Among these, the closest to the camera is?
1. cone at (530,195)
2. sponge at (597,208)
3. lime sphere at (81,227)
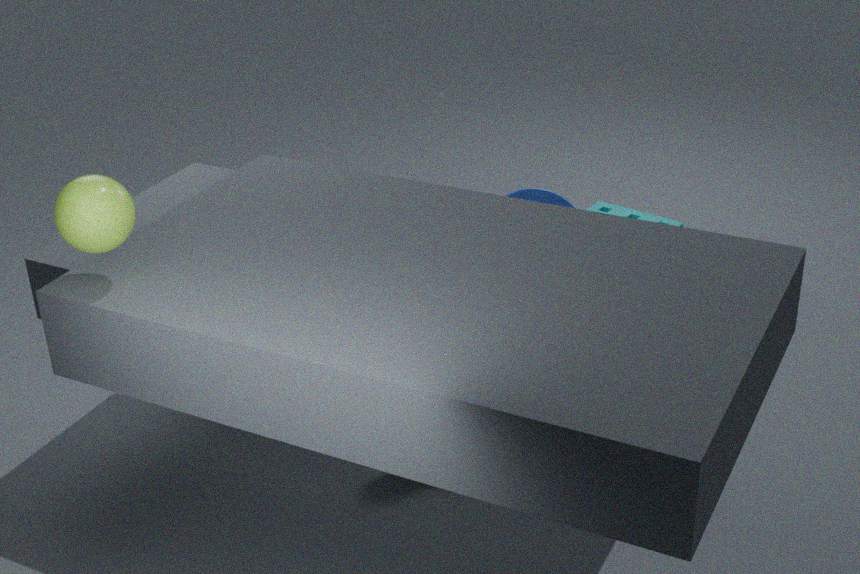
lime sphere at (81,227)
